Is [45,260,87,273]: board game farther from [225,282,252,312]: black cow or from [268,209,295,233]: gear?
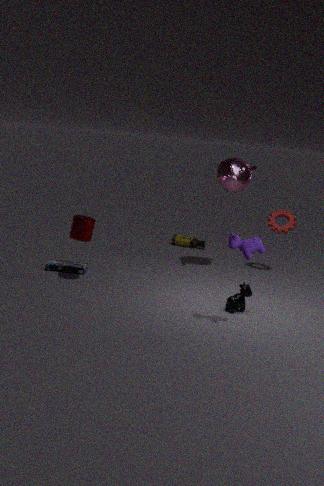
[268,209,295,233]: gear
